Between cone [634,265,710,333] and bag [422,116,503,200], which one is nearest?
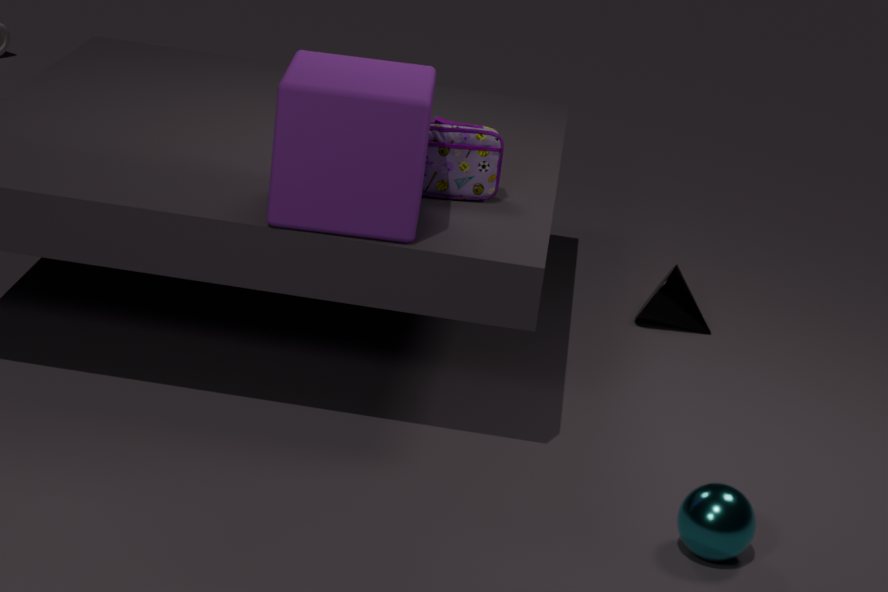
bag [422,116,503,200]
